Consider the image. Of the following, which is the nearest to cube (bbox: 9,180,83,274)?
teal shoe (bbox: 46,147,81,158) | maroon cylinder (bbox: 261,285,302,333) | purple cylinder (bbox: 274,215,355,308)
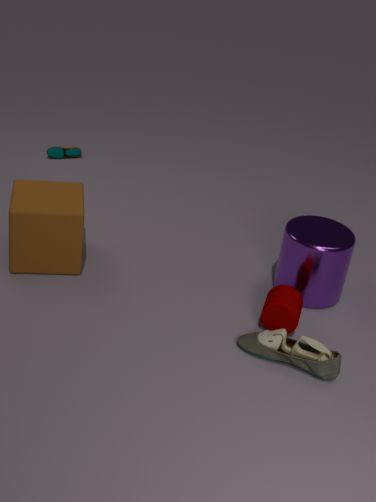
maroon cylinder (bbox: 261,285,302,333)
